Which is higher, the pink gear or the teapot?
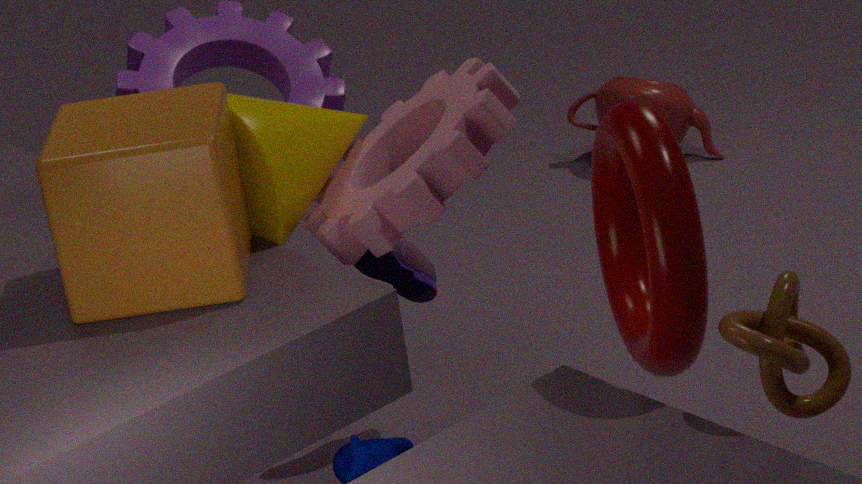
the pink gear
